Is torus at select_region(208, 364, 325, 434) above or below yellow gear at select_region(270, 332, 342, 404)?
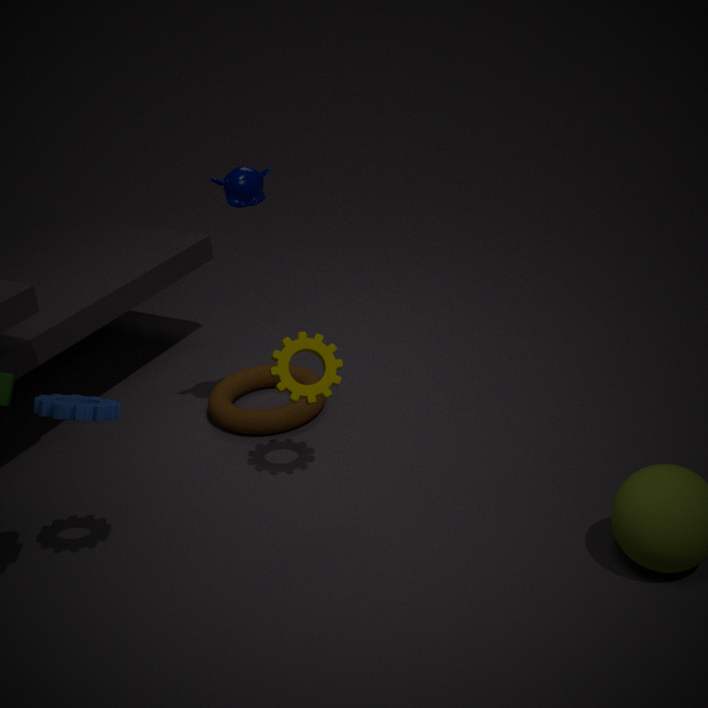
below
